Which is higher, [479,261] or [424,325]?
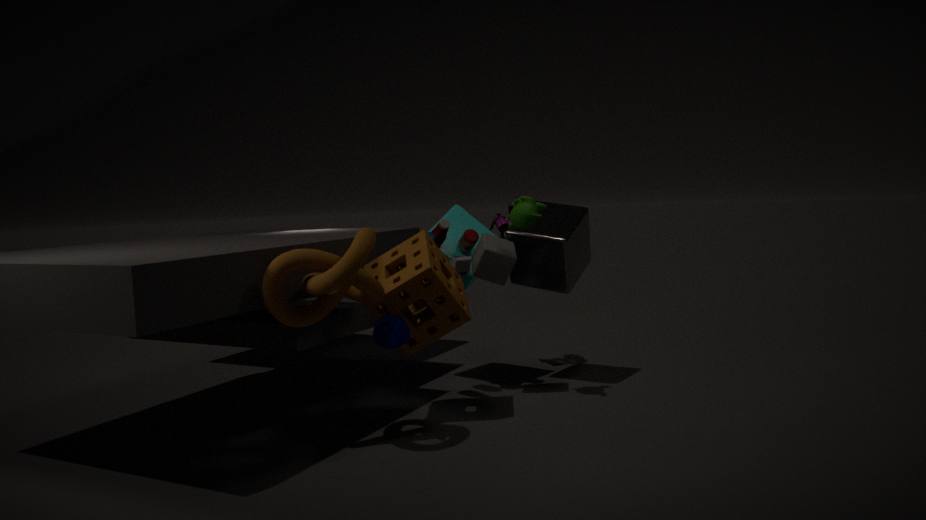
[479,261]
